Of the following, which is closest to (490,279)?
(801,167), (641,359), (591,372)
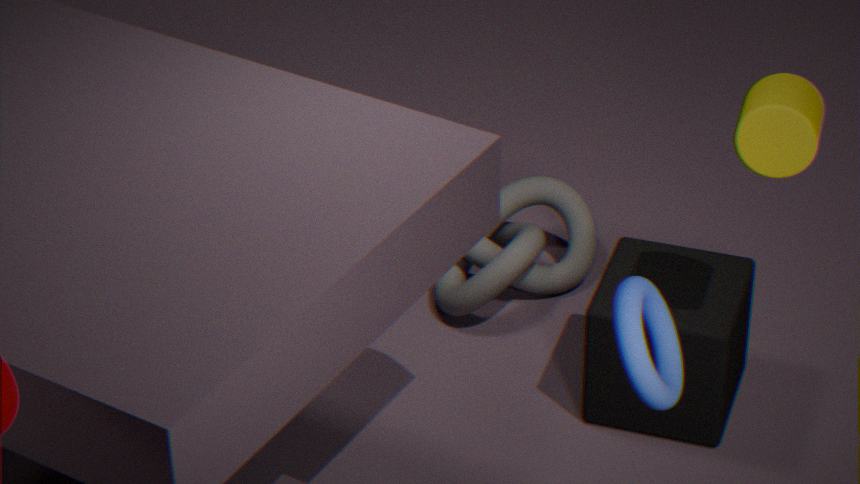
(591,372)
